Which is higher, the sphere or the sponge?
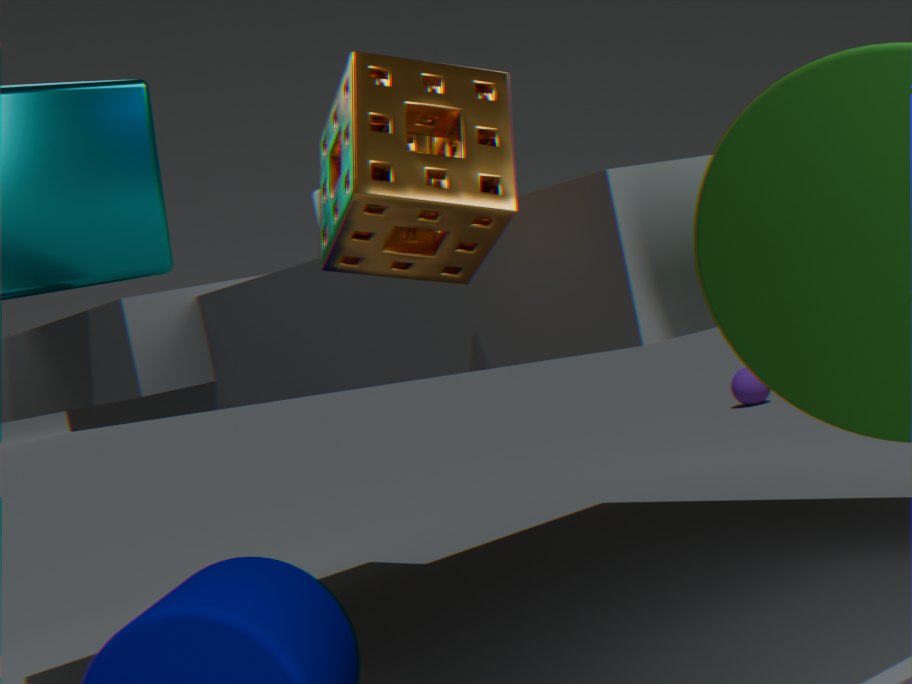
the sponge
